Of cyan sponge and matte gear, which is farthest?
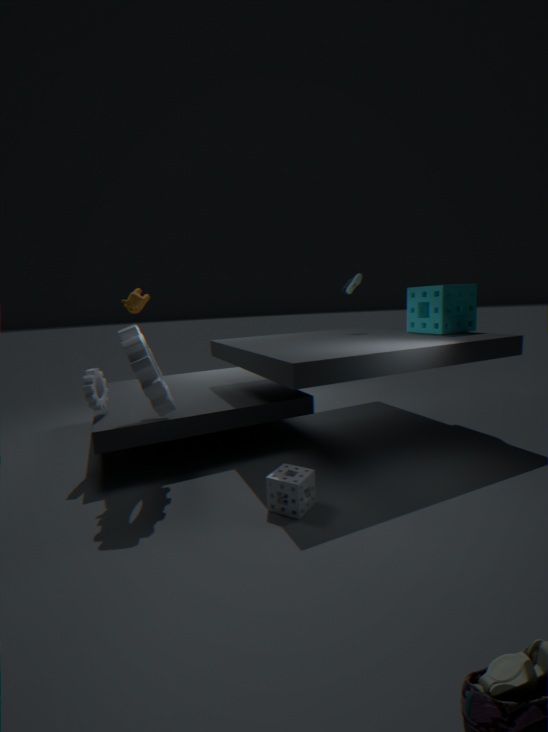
cyan sponge
